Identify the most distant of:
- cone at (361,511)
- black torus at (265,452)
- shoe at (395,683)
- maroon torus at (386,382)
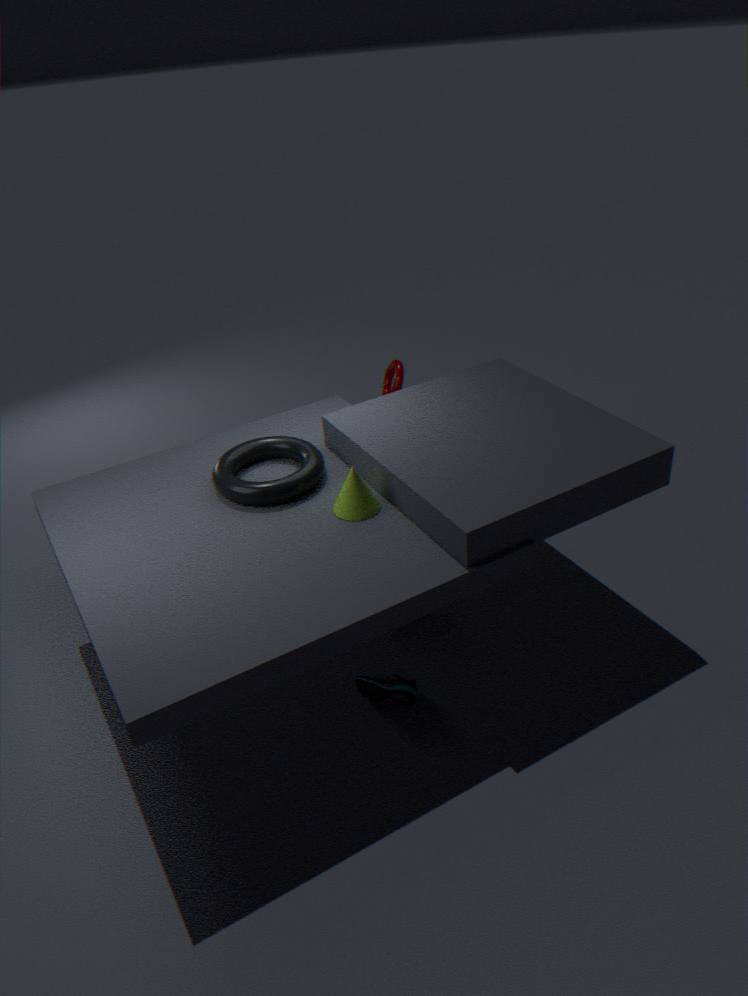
maroon torus at (386,382)
